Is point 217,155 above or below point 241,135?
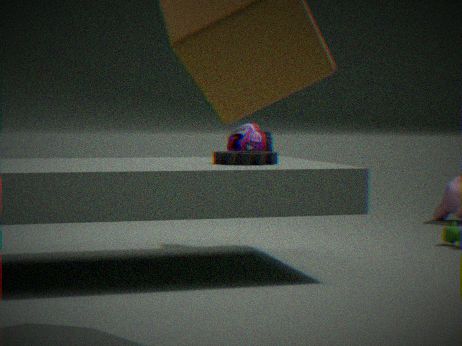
below
